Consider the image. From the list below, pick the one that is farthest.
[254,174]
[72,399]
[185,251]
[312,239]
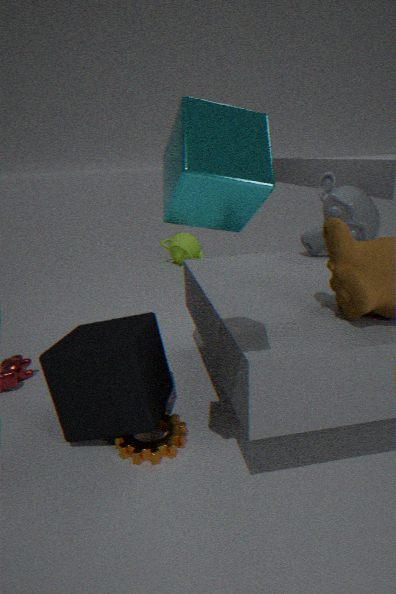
[185,251]
